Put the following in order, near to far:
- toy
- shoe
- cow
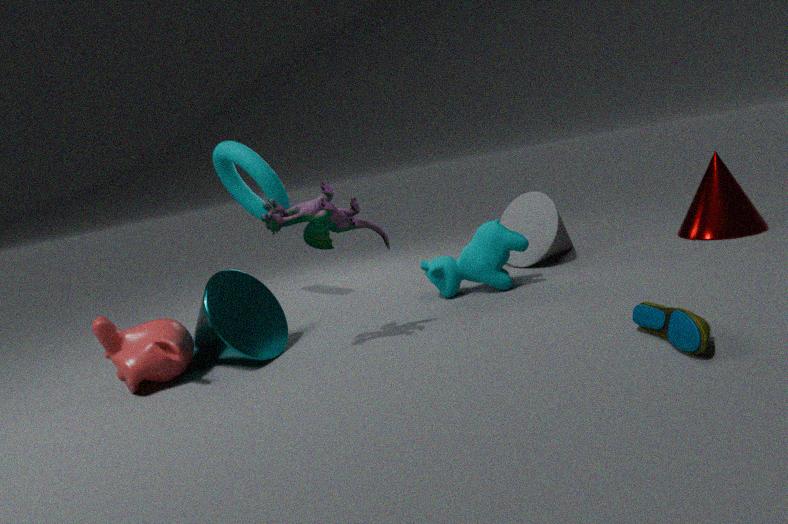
shoe < toy < cow
